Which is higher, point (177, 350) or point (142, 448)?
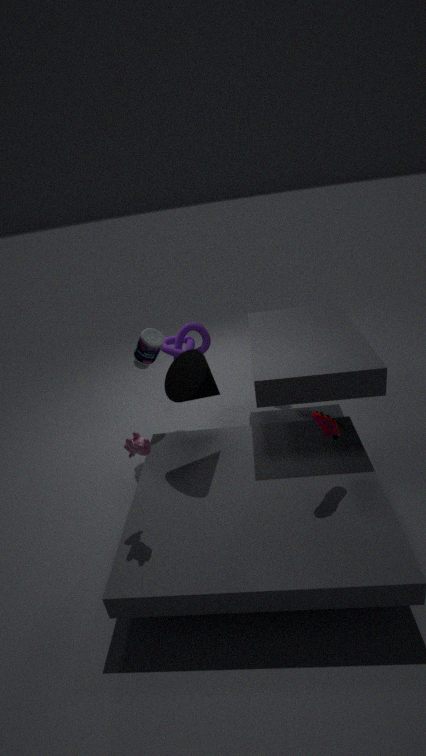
point (142, 448)
